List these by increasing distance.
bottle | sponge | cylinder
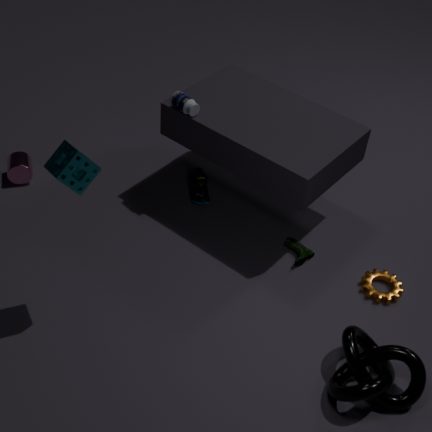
sponge, bottle, cylinder
